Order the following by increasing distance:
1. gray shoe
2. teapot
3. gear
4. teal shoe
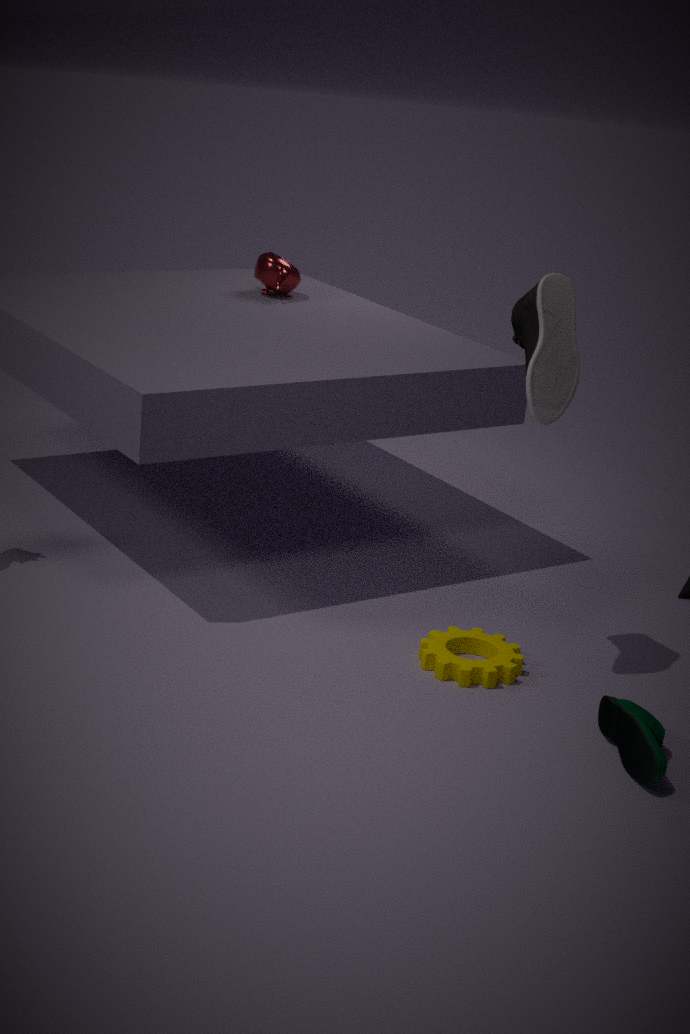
teal shoe < gray shoe < gear < teapot
